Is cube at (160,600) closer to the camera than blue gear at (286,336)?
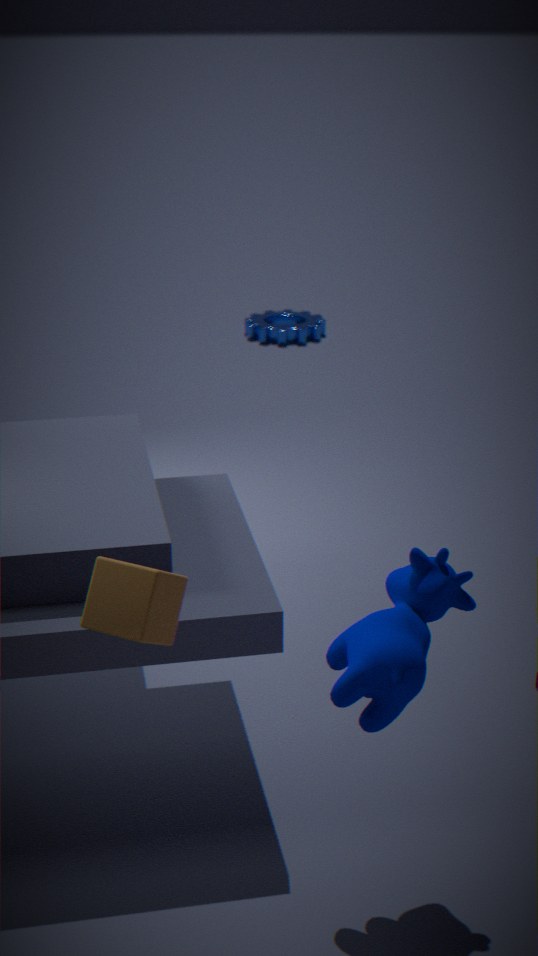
Yes
